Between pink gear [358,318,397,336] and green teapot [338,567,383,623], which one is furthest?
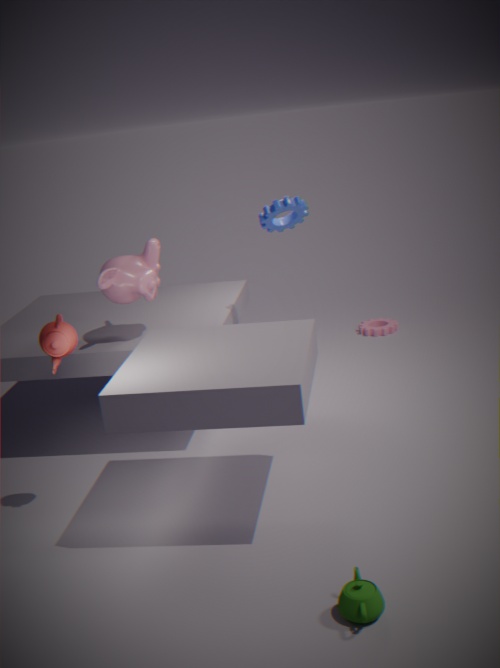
pink gear [358,318,397,336]
